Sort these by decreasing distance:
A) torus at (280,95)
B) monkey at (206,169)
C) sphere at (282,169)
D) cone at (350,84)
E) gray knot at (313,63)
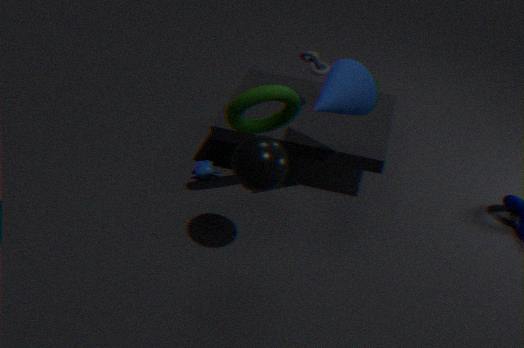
monkey at (206,169), gray knot at (313,63), cone at (350,84), torus at (280,95), sphere at (282,169)
